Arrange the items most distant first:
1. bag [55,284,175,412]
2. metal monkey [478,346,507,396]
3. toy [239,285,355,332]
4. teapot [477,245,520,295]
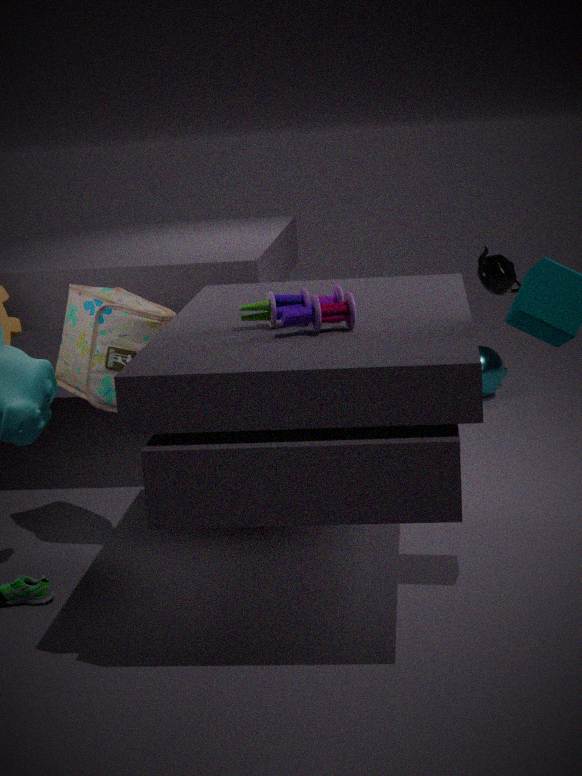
metal monkey [478,346,507,396], teapot [477,245,520,295], bag [55,284,175,412], toy [239,285,355,332]
